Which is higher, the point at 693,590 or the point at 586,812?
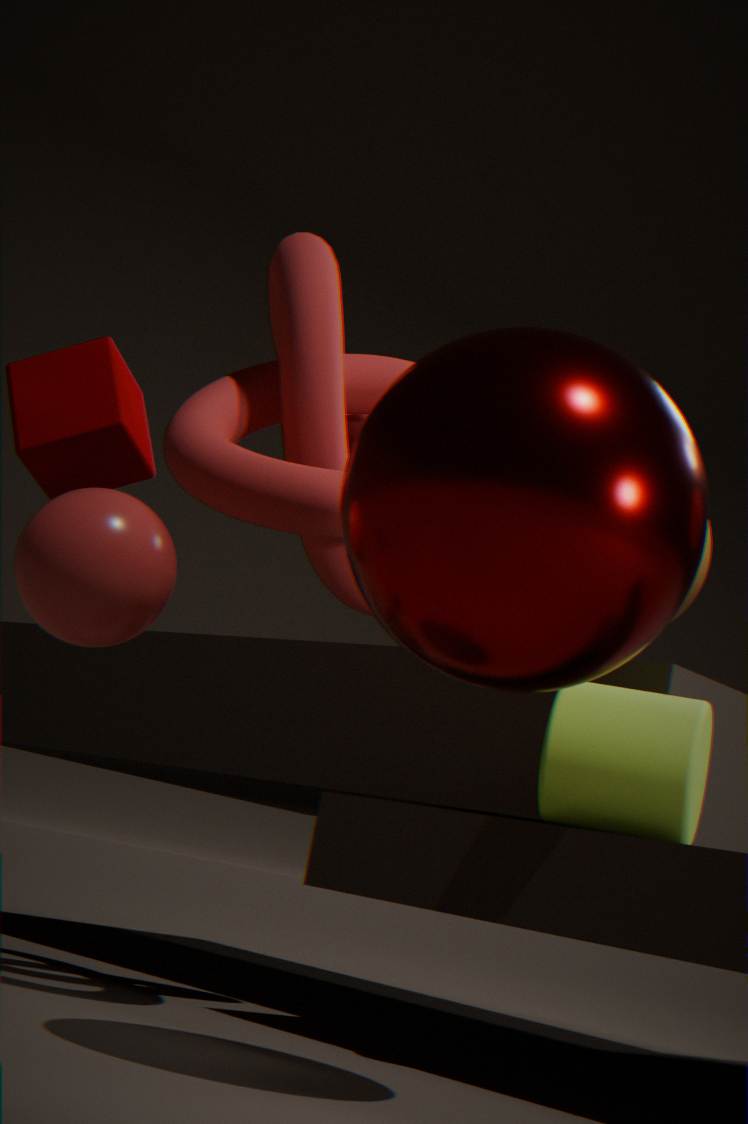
the point at 693,590
